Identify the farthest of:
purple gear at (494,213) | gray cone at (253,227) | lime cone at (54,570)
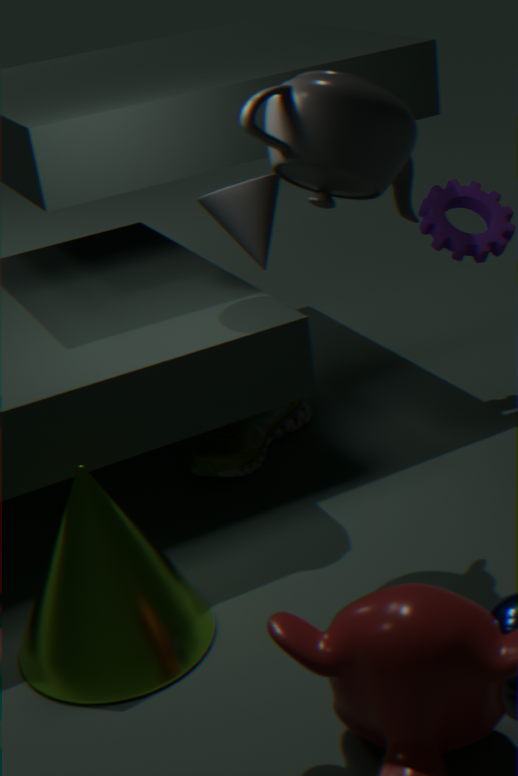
purple gear at (494,213)
